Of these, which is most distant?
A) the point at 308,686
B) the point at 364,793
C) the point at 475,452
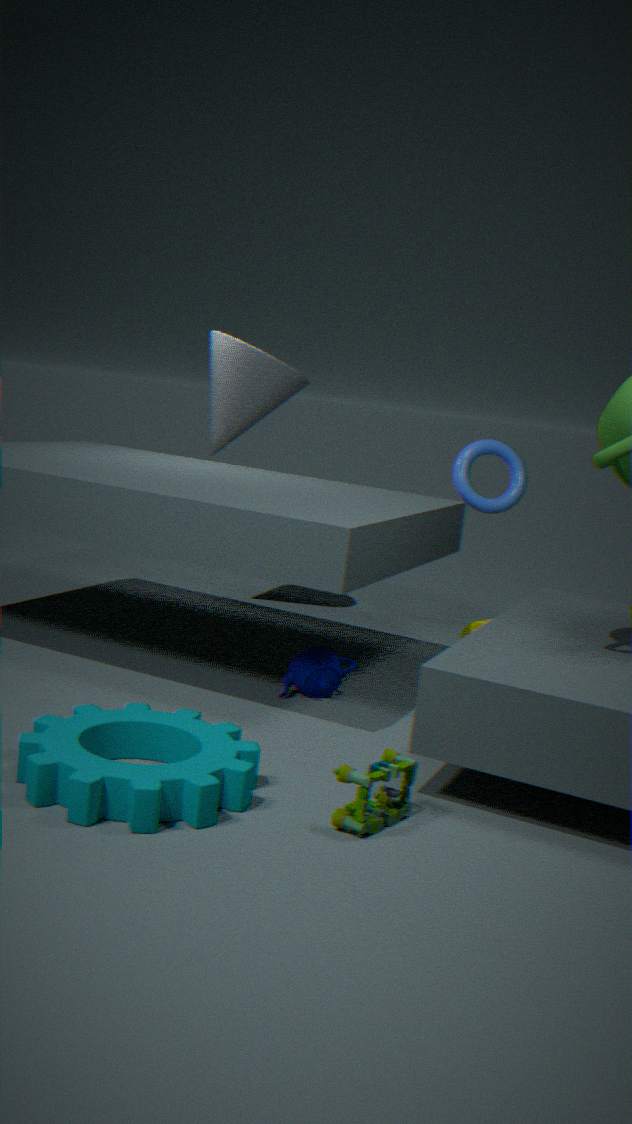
C. the point at 475,452
